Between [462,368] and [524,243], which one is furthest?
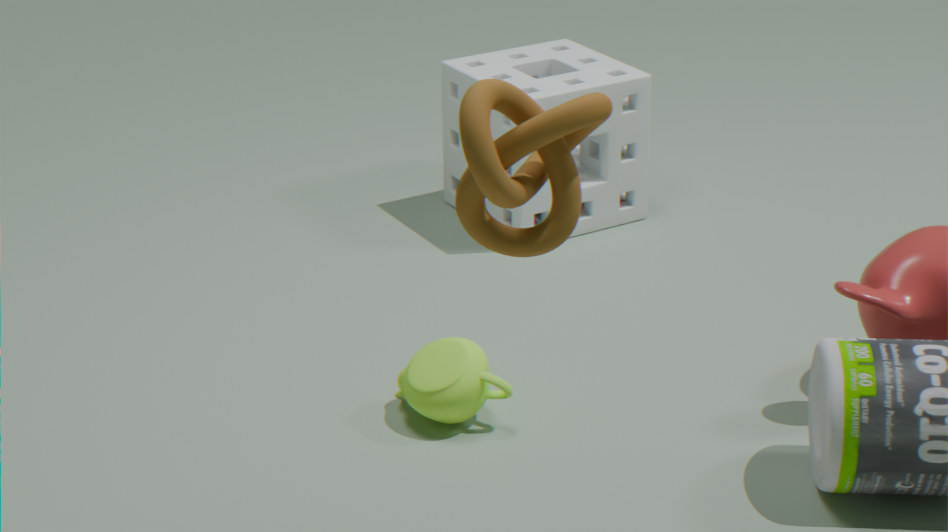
[462,368]
